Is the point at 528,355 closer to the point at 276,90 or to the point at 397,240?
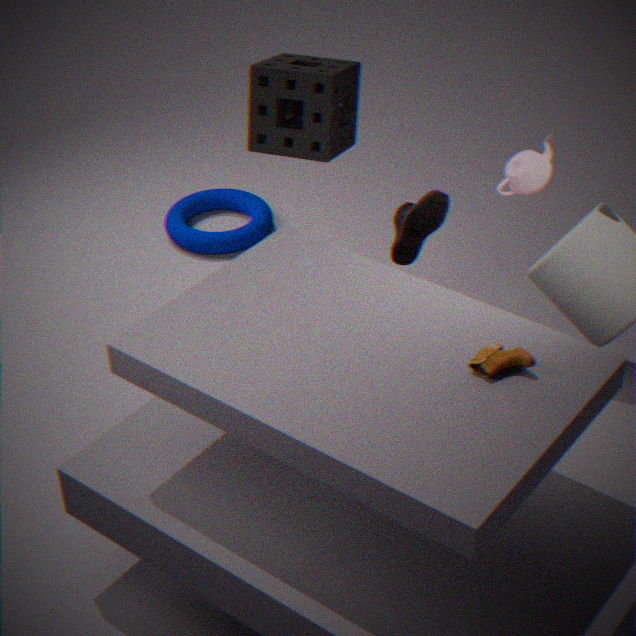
the point at 397,240
